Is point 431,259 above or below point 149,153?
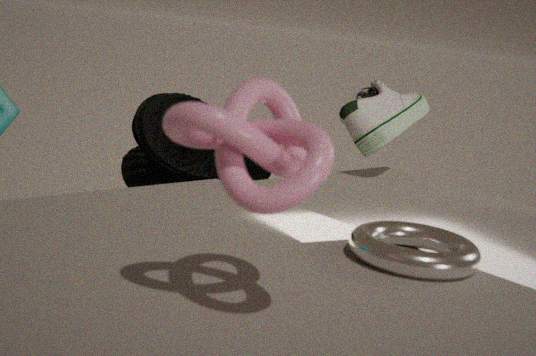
above
